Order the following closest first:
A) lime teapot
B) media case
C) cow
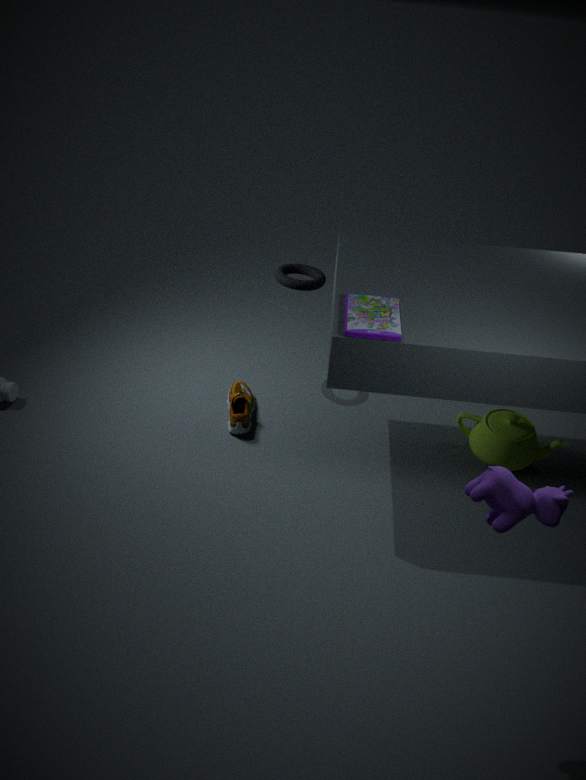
cow
media case
lime teapot
